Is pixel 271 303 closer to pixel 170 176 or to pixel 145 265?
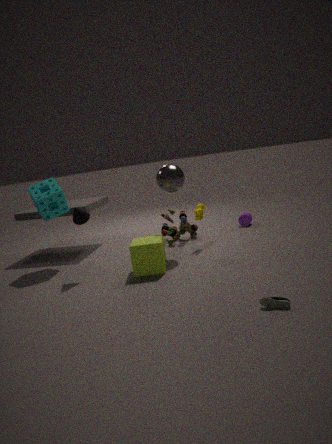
pixel 145 265
